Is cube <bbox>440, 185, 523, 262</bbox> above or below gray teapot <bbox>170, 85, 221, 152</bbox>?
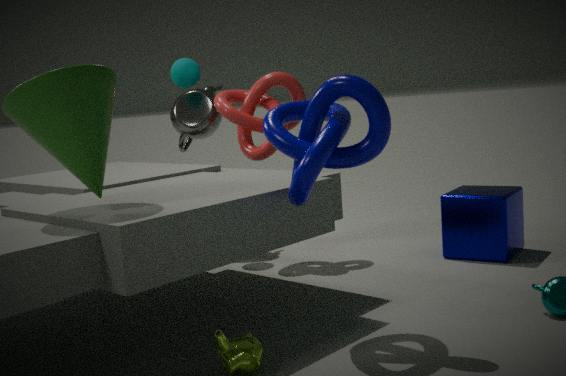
below
